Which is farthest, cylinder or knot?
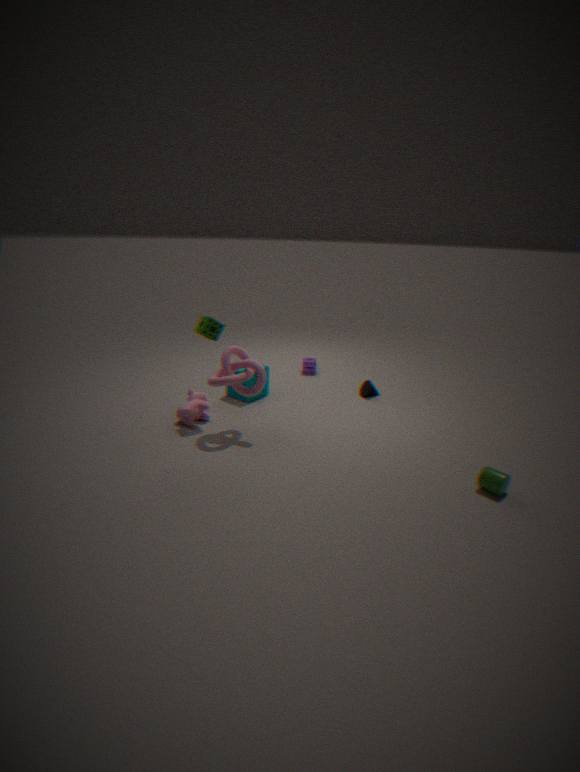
knot
